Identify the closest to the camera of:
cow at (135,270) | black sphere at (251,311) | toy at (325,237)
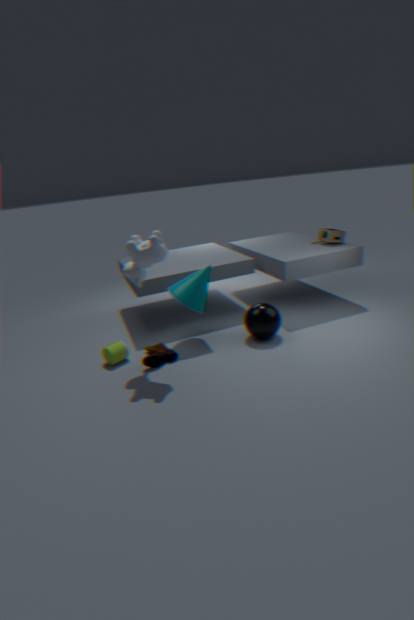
cow at (135,270)
